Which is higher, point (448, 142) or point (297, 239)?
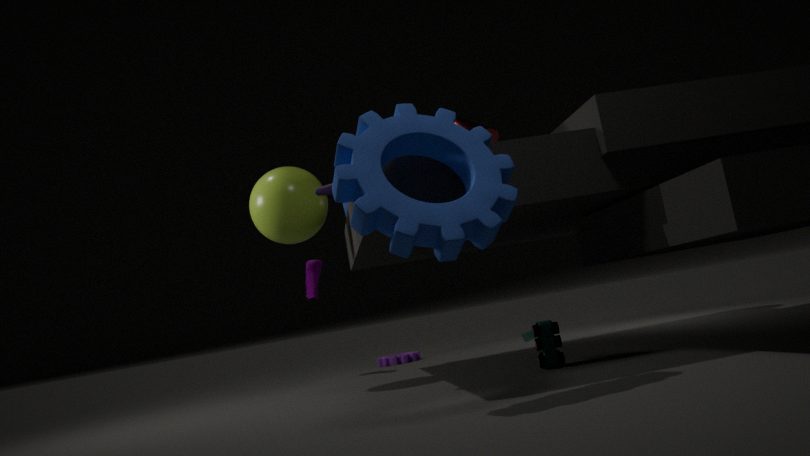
point (297, 239)
